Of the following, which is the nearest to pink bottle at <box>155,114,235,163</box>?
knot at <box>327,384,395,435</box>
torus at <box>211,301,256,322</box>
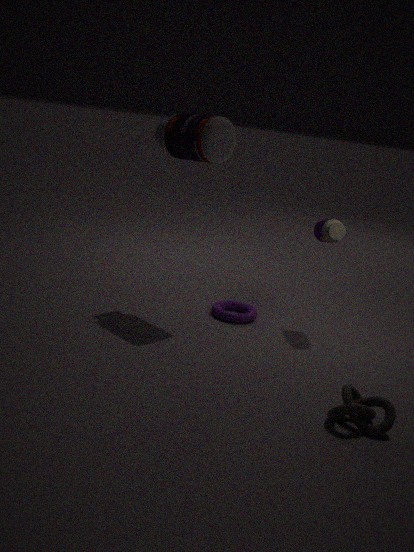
torus at <box>211,301,256,322</box>
